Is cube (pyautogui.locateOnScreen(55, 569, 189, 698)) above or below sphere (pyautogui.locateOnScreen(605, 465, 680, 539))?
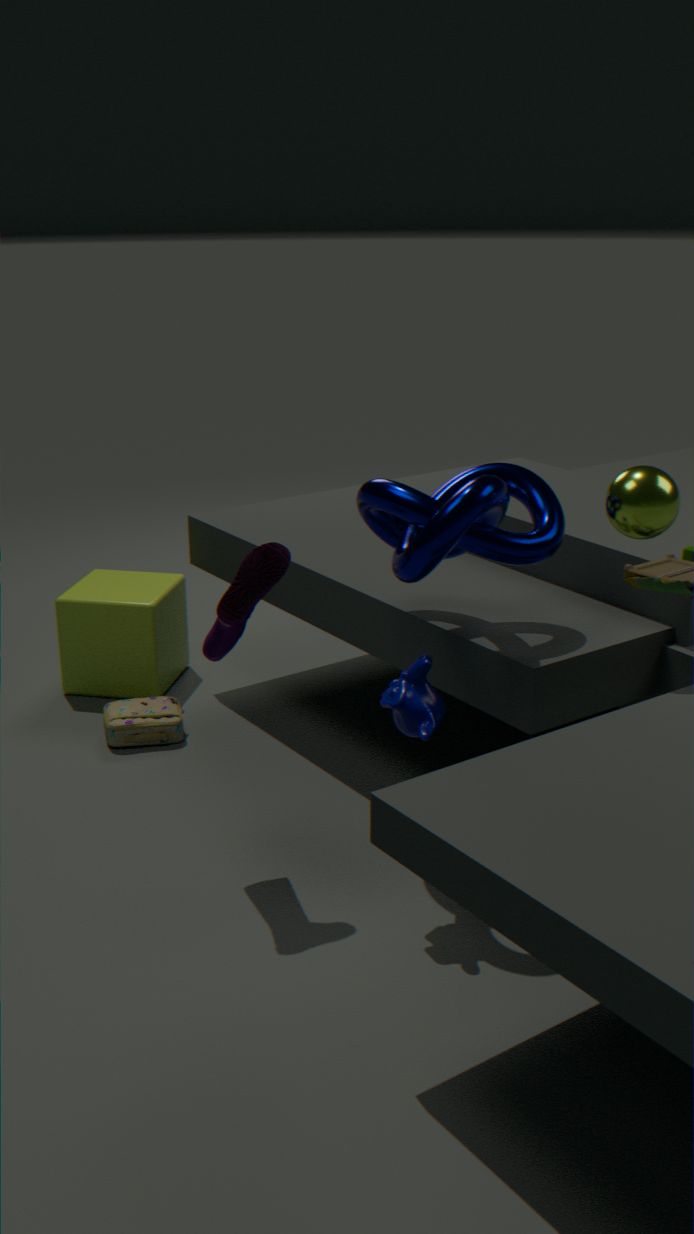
below
